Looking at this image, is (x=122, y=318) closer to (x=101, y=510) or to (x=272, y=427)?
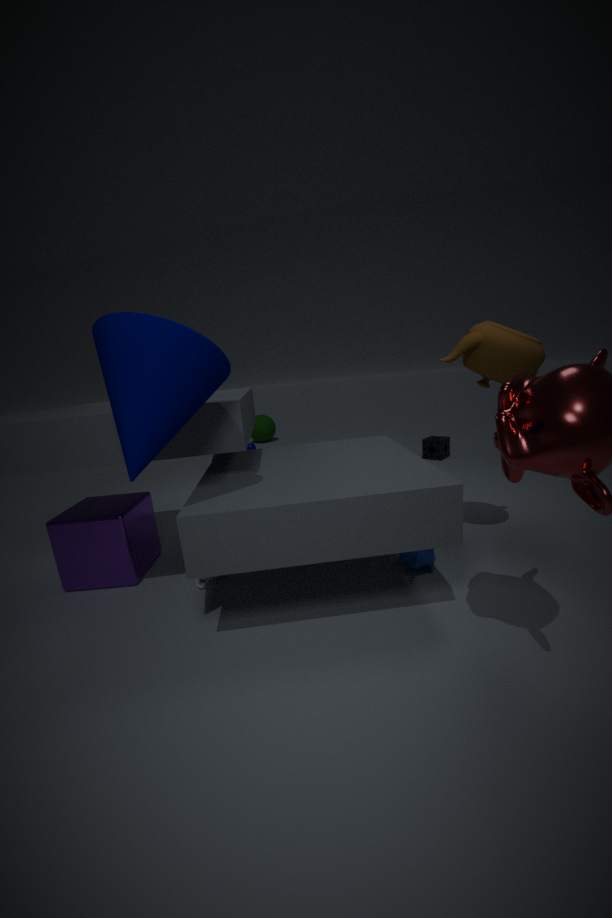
(x=101, y=510)
